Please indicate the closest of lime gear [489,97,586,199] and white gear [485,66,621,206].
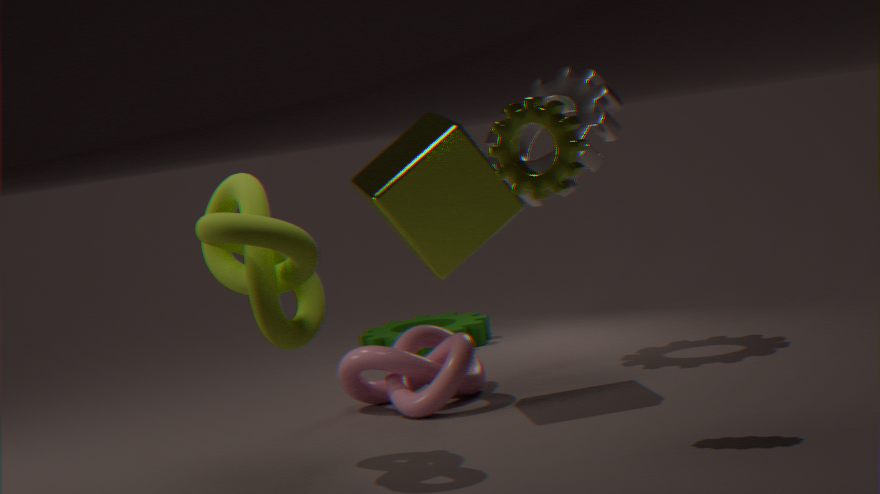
lime gear [489,97,586,199]
